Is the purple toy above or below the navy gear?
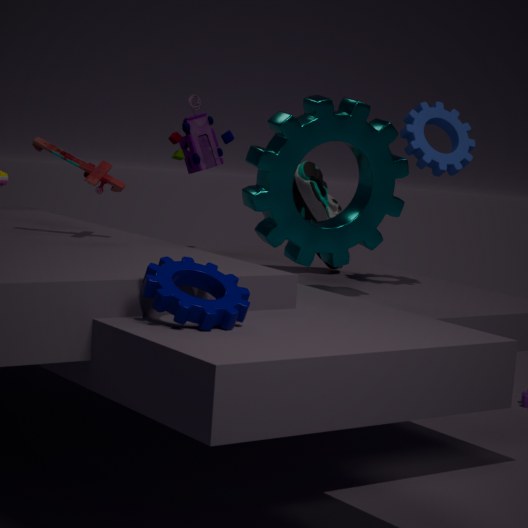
above
